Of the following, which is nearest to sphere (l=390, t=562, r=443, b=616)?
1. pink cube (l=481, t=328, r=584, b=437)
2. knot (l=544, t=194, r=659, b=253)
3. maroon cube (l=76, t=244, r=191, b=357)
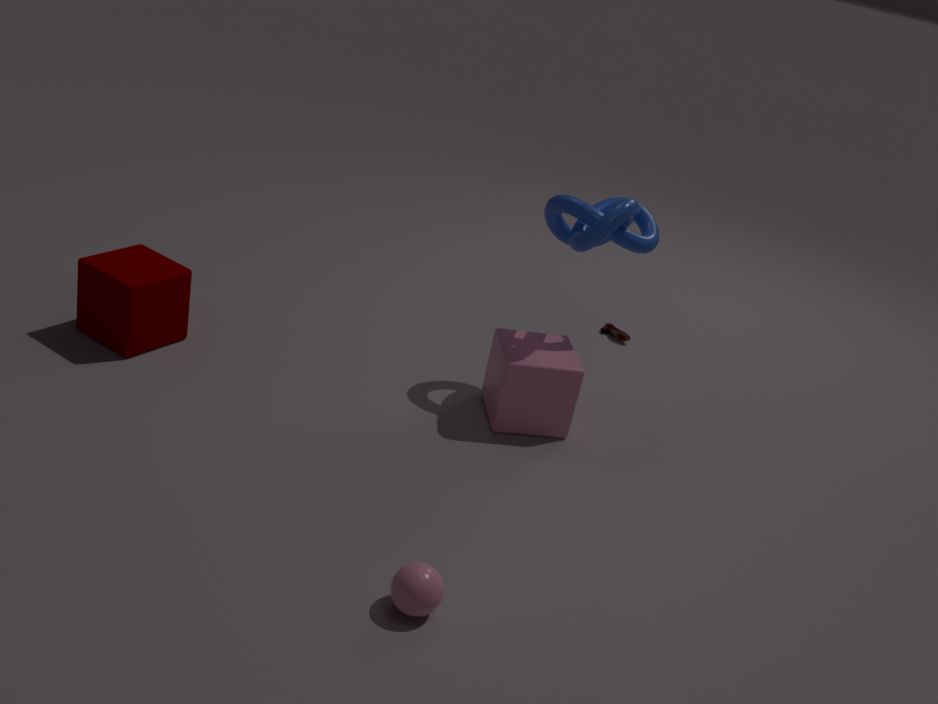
pink cube (l=481, t=328, r=584, b=437)
